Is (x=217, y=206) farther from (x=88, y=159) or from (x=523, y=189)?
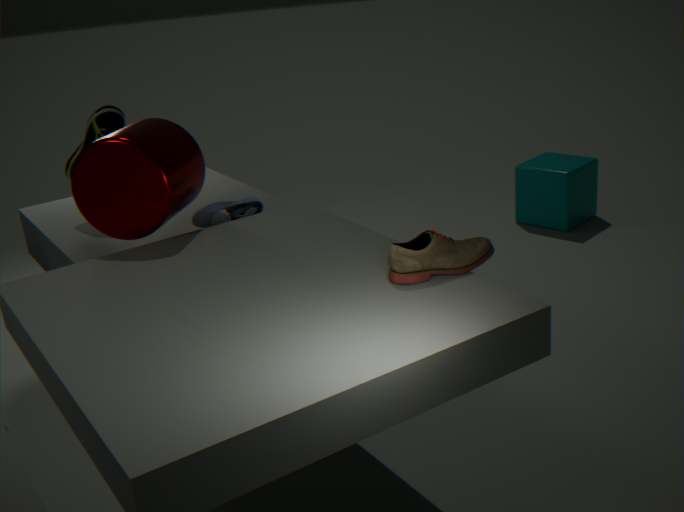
(x=523, y=189)
